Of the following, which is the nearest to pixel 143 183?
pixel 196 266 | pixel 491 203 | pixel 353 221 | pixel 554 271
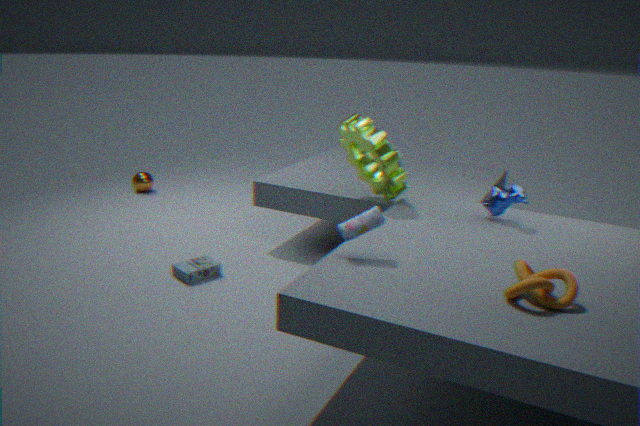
pixel 196 266
